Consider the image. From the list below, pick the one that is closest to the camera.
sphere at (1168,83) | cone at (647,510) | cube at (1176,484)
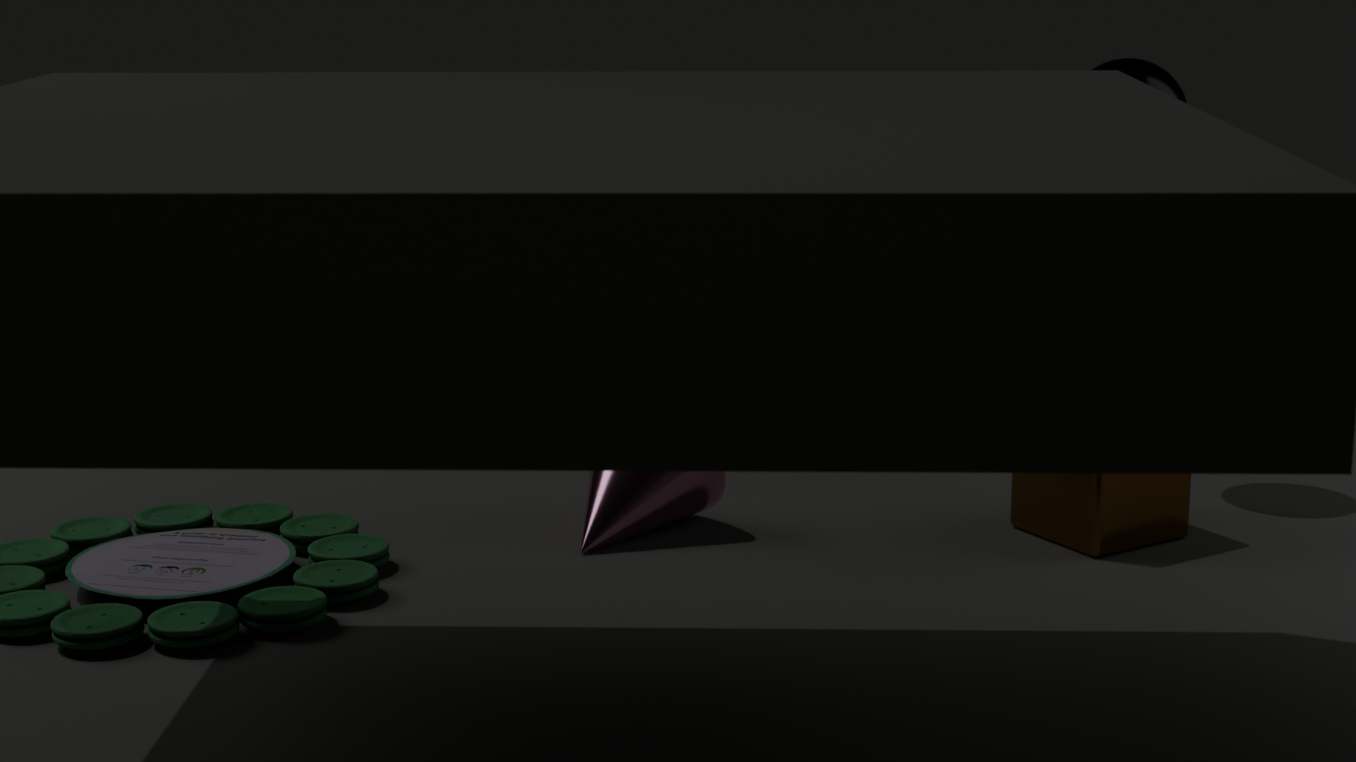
cube at (1176,484)
